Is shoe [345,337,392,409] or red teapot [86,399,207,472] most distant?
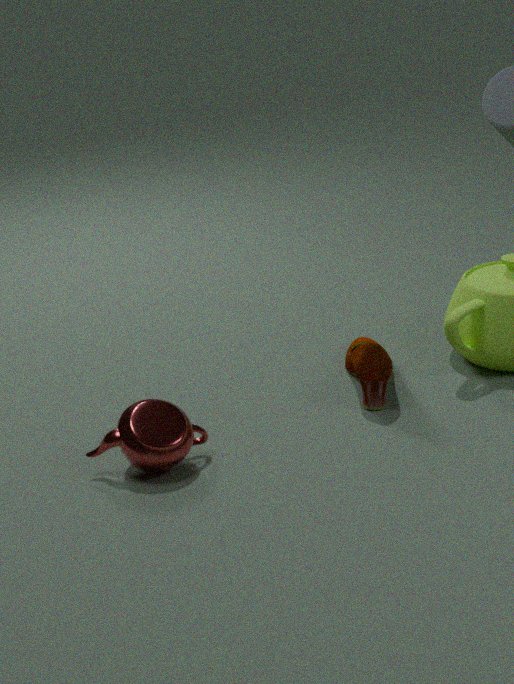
shoe [345,337,392,409]
